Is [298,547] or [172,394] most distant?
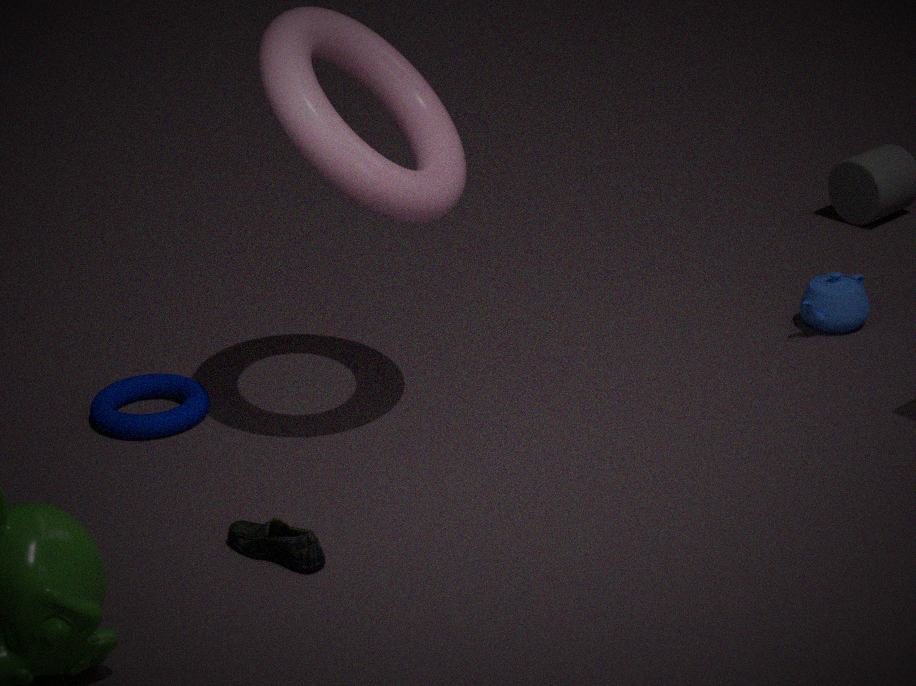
[172,394]
